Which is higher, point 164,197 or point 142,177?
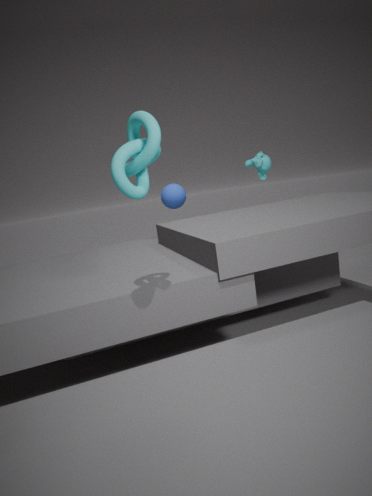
point 142,177
